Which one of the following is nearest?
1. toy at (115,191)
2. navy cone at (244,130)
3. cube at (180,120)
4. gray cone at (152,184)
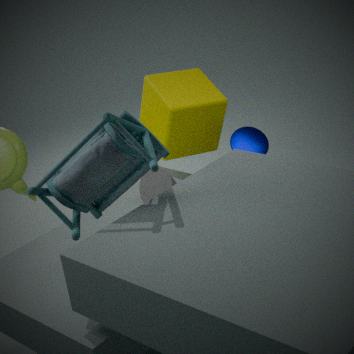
toy at (115,191)
